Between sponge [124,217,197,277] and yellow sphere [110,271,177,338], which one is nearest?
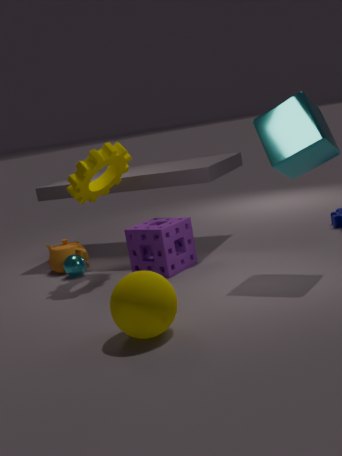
yellow sphere [110,271,177,338]
